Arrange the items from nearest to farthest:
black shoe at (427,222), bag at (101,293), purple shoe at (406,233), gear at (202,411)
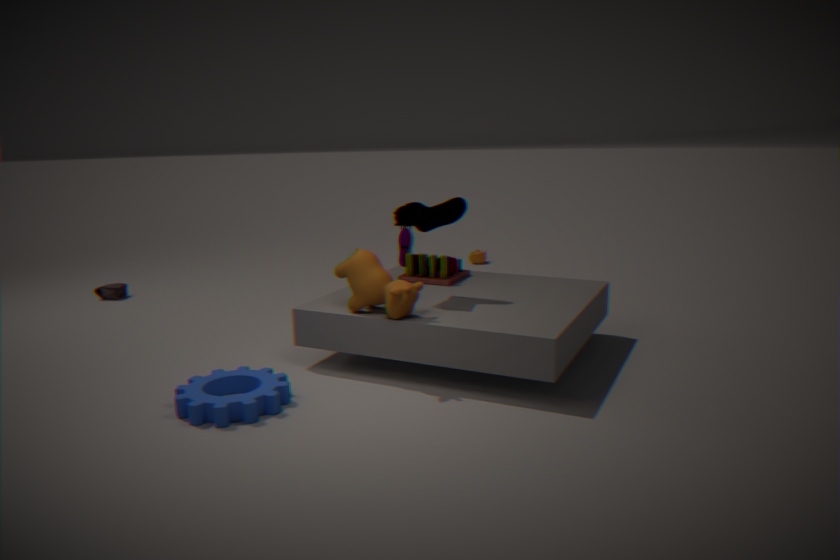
gear at (202,411) < black shoe at (427,222) < purple shoe at (406,233) < bag at (101,293)
